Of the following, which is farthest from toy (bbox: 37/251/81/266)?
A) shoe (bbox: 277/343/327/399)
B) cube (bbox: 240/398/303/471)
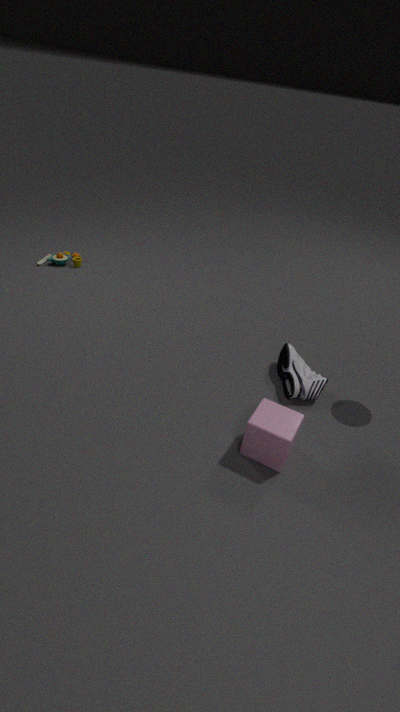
cube (bbox: 240/398/303/471)
